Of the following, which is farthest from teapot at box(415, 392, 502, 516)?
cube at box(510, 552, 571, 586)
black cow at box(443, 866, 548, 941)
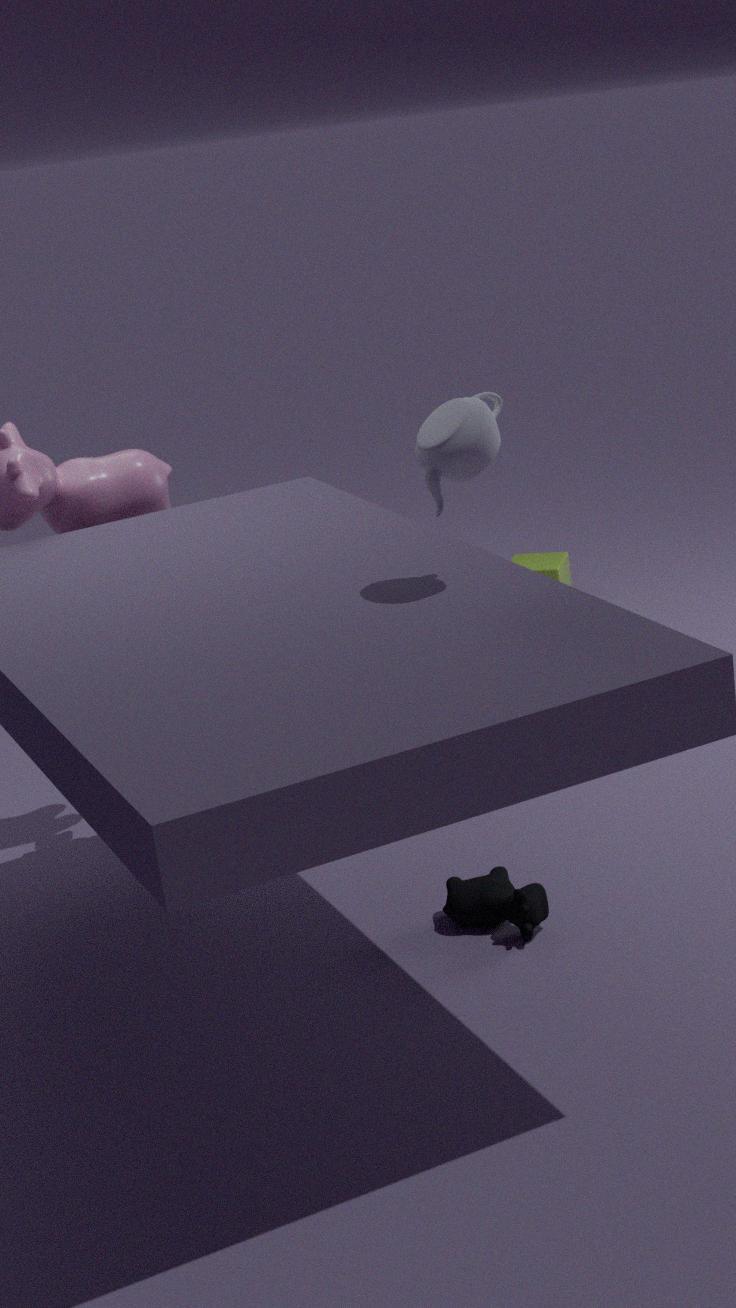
cube at box(510, 552, 571, 586)
